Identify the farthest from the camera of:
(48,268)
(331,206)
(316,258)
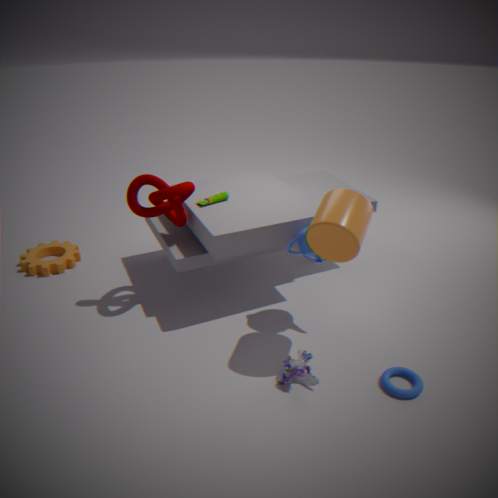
(48,268)
